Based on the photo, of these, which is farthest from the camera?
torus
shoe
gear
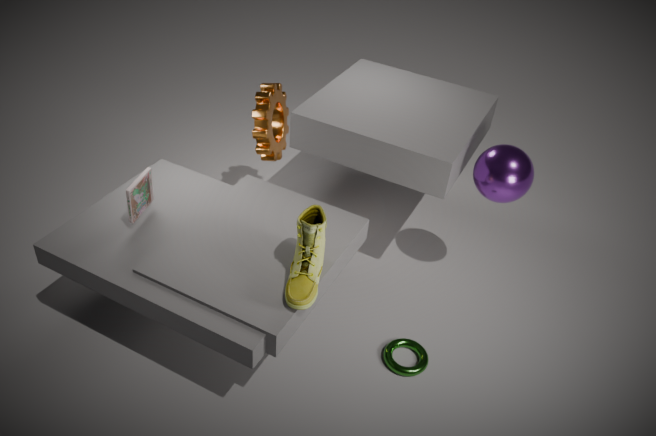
gear
